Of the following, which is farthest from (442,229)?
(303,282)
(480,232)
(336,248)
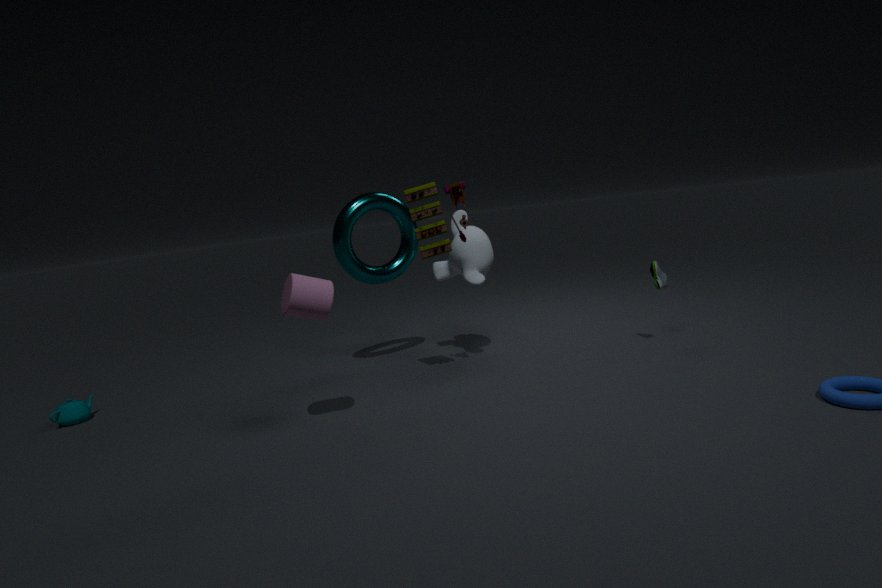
(303,282)
